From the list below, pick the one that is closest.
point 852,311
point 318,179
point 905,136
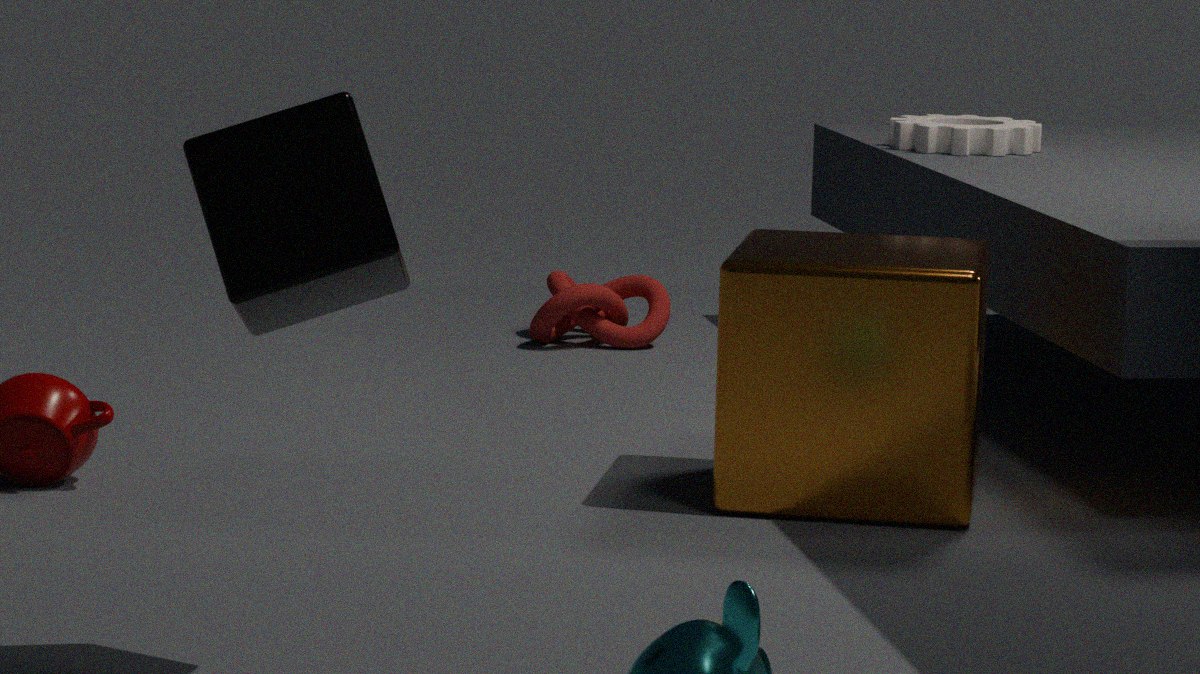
point 318,179
